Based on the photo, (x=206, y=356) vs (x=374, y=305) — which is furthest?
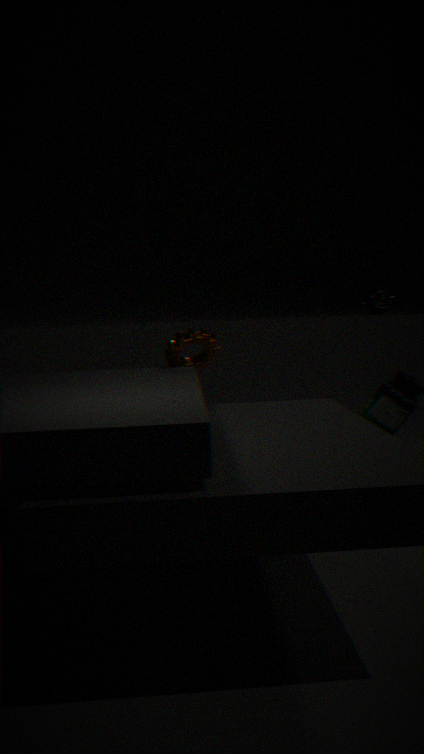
(x=374, y=305)
